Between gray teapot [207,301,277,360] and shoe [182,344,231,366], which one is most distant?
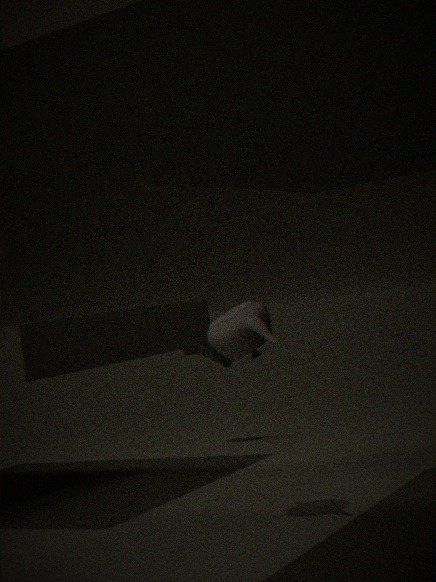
shoe [182,344,231,366]
